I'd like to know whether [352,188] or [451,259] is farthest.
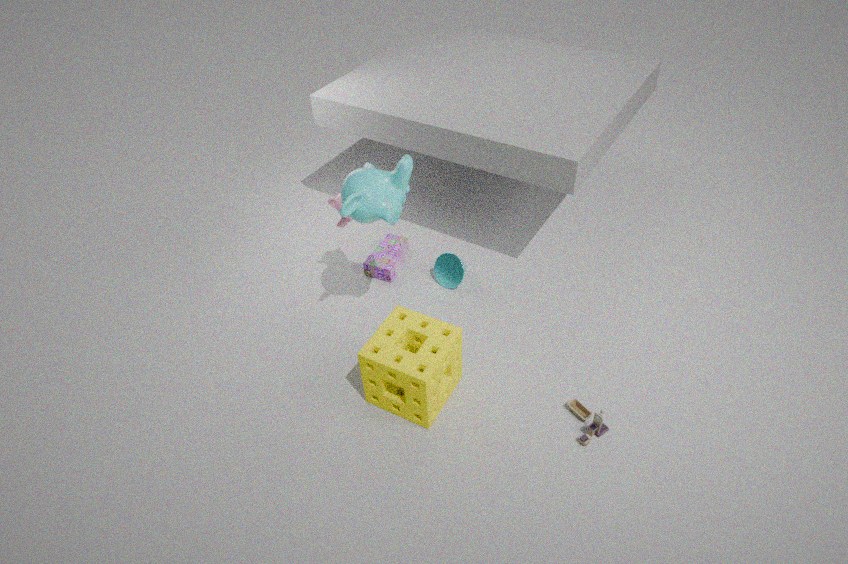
[451,259]
